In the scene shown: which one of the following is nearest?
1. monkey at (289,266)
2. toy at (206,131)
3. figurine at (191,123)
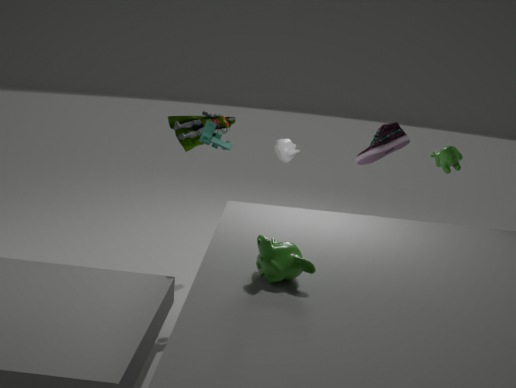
monkey at (289,266)
